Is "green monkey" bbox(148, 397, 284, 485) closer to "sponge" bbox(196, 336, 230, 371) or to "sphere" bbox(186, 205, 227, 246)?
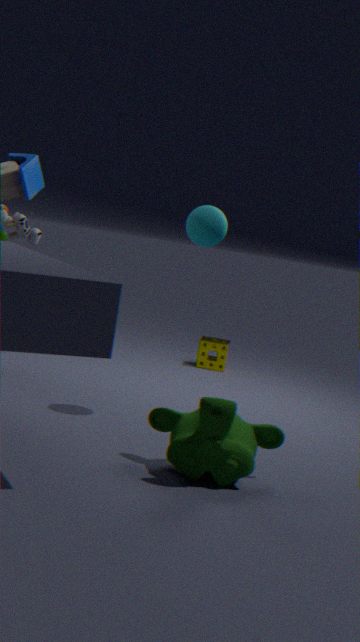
"sphere" bbox(186, 205, 227, 246)
